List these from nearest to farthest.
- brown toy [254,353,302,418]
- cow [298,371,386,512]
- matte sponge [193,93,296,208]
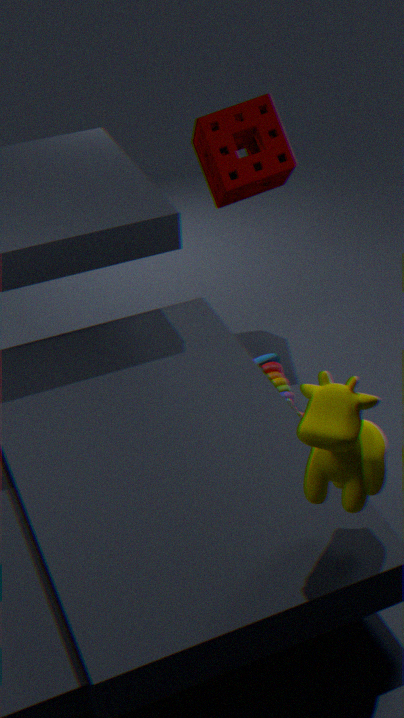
1. cow [298,371,386,512]
2. brown toy [254,353,302,418]
3. matte sponge [193,93,296,208]
